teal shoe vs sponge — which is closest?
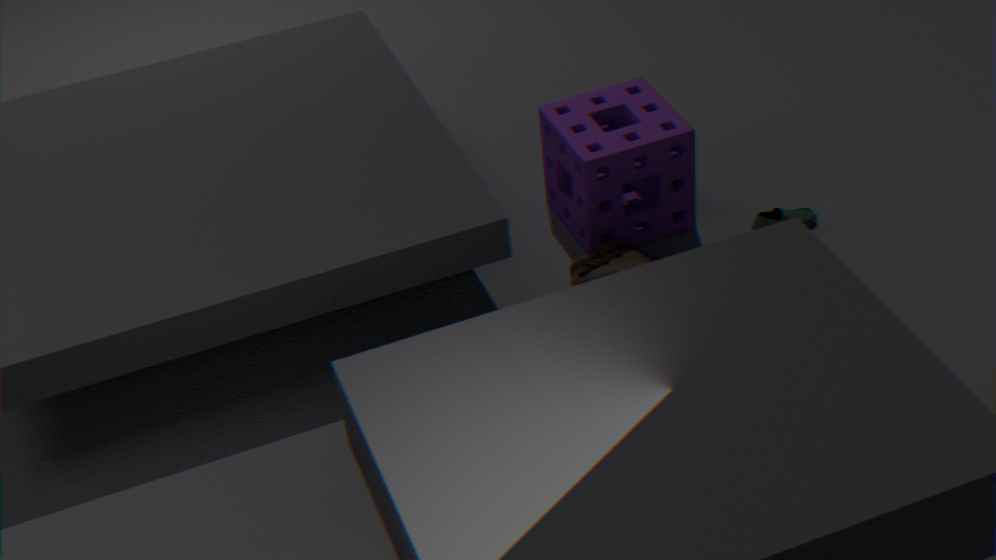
sponge
